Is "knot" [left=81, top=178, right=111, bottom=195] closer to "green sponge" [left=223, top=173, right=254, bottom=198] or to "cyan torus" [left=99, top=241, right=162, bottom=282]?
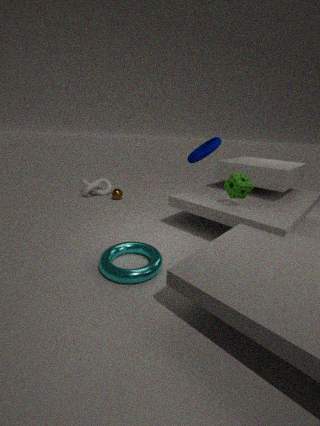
"cyan torus" [left=99, top=241, right=162, bottom=282]
